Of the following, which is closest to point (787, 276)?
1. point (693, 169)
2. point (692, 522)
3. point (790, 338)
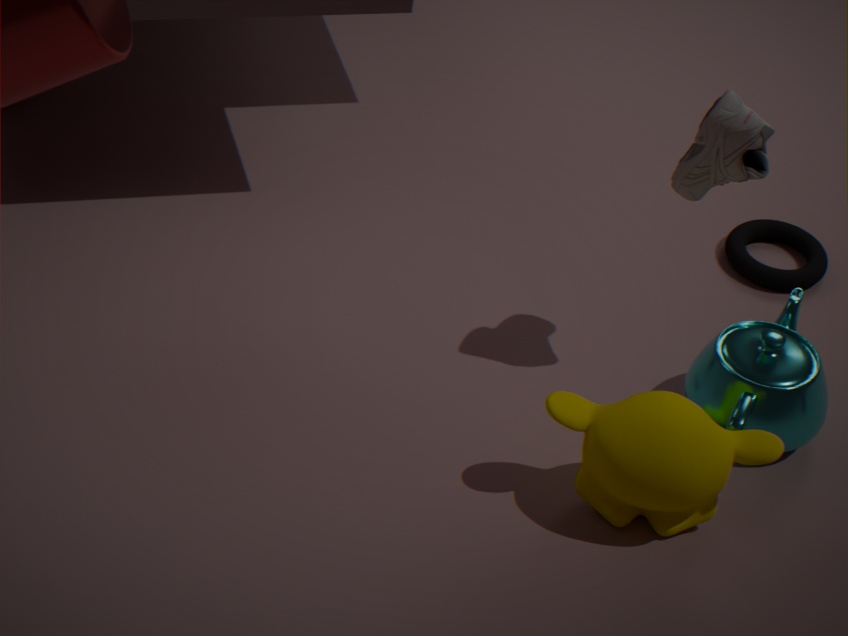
point (790, 338)
